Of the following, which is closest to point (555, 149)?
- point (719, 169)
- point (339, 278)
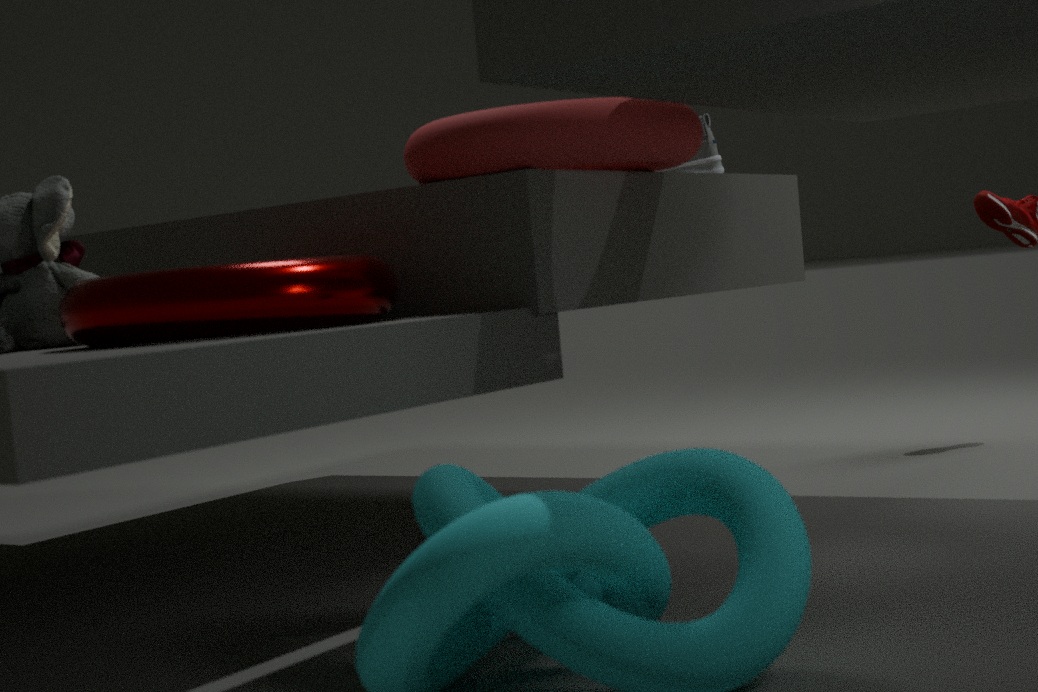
point (339, 278)
